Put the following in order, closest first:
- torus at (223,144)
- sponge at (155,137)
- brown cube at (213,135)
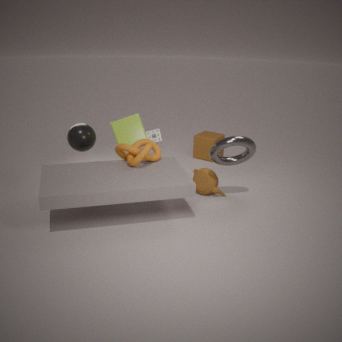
torus at (223,144) < sponge at (155,137) < brown cube at (213,135)
